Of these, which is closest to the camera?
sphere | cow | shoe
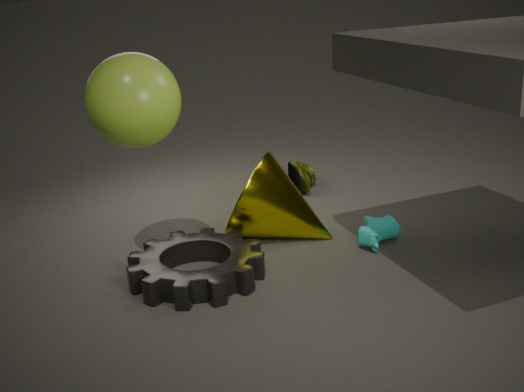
sphere
